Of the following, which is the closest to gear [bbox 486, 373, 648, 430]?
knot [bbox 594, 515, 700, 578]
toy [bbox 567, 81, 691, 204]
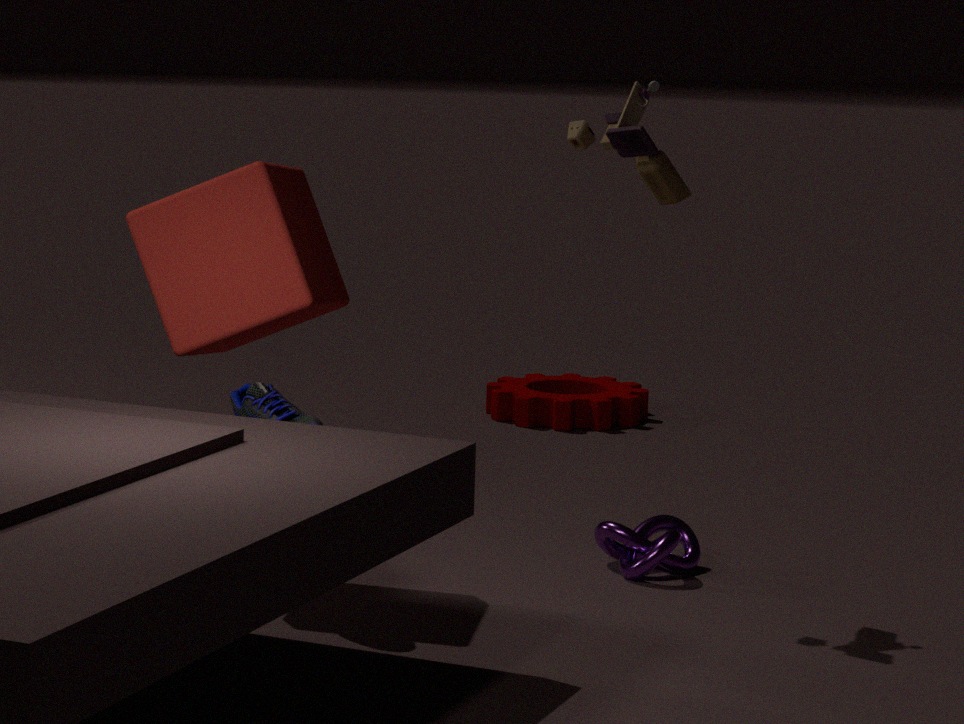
knot [bbox 594, 515, 700, 578]
